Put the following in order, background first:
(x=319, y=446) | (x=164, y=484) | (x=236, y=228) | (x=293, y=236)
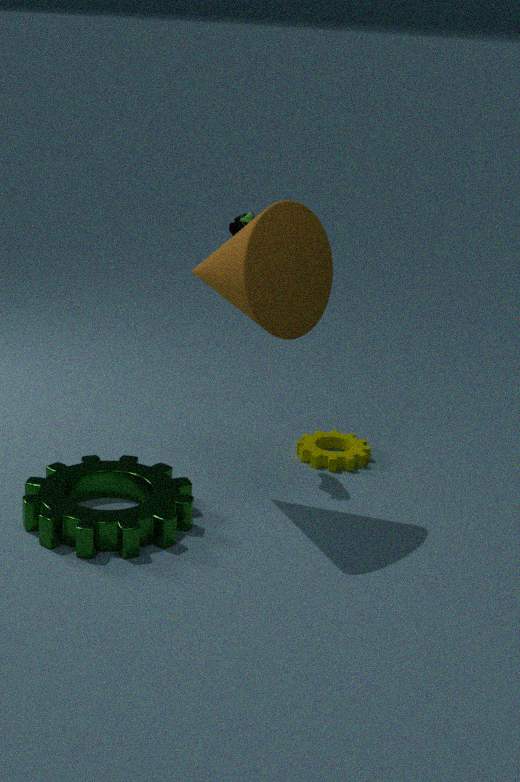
(x=319, y=446) < (x=236, y=228) < (x=164, y=484) < (x=293, y=236)
